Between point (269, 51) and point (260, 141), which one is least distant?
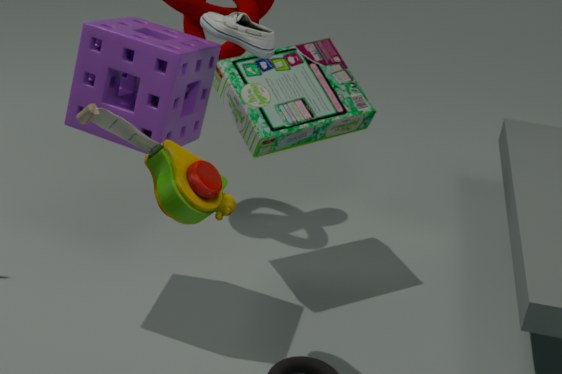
point (269, 51)
